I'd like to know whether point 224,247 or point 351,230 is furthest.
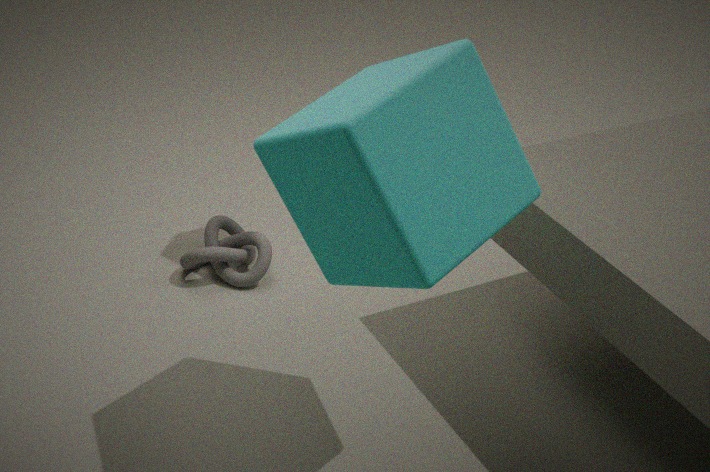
point 224,247
